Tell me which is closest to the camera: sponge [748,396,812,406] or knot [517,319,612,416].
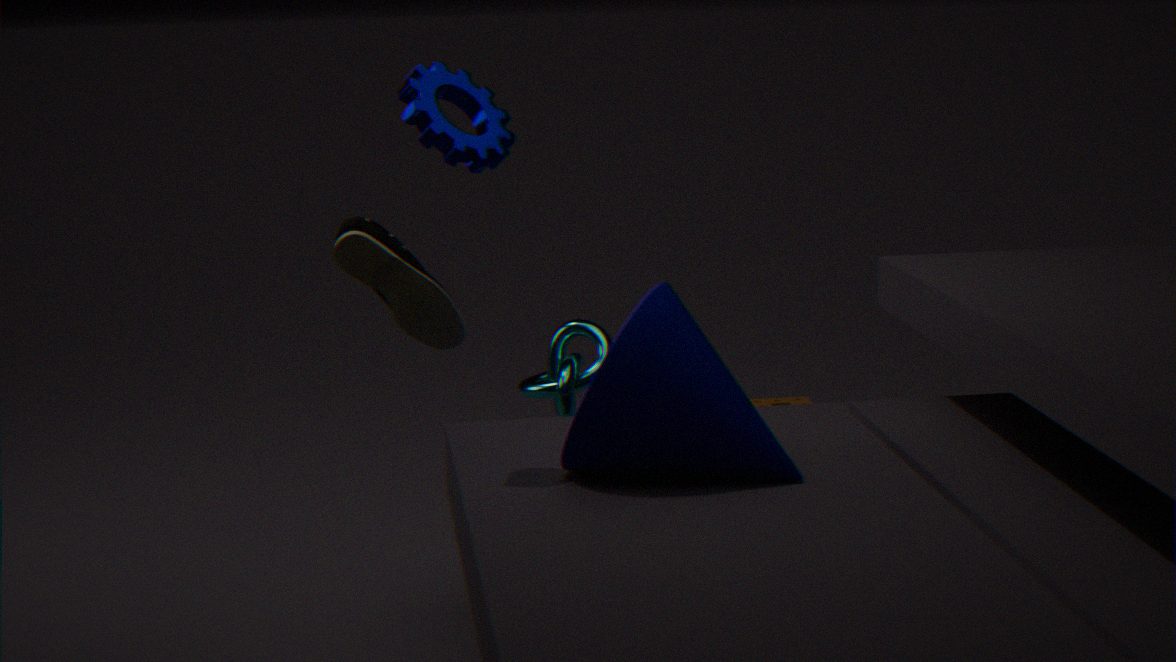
knot [517,319,612,416]
